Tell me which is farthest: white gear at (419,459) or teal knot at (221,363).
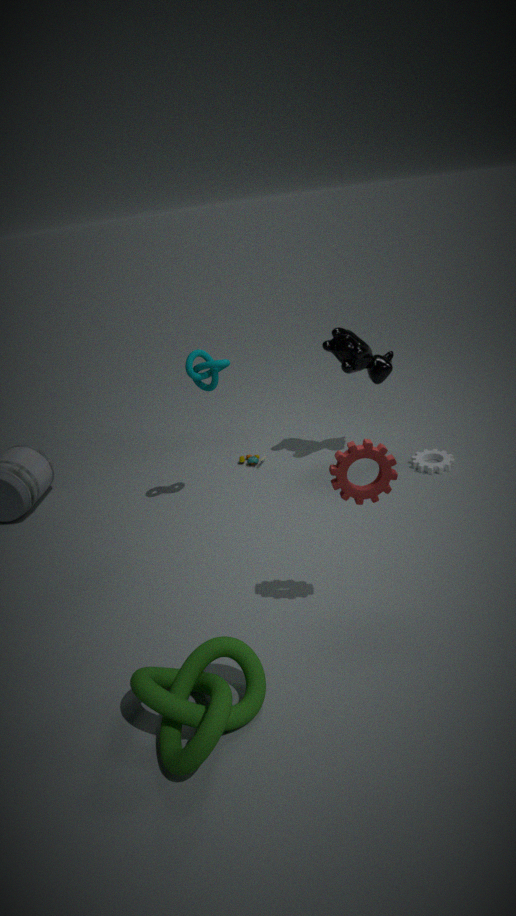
white gear at (419,459)
